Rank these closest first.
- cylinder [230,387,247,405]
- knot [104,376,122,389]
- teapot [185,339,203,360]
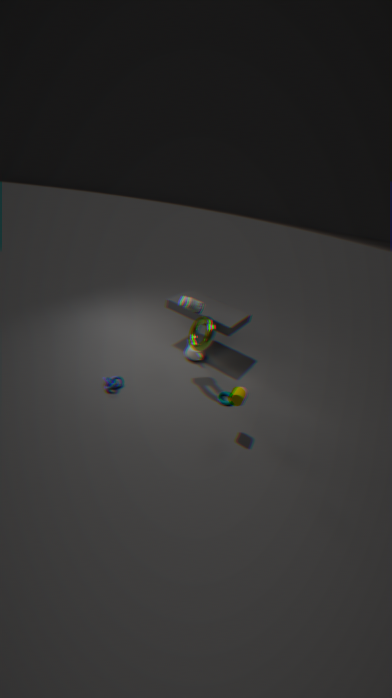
1. cylinder [230,387,247,405]
2. knot [104,376,122,389]
3. teapot [185,339,203,360]
